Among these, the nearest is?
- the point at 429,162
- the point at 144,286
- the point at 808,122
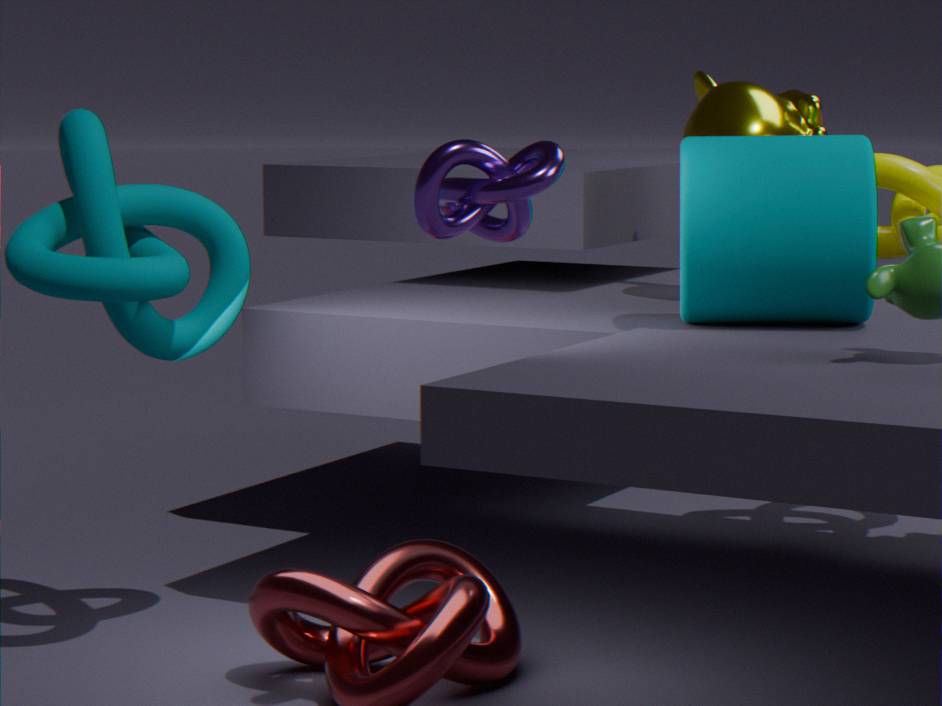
the point at 429,162
